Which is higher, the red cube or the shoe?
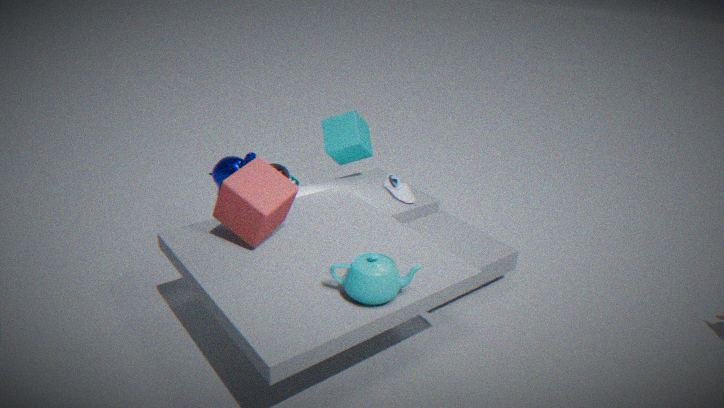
the red cube
